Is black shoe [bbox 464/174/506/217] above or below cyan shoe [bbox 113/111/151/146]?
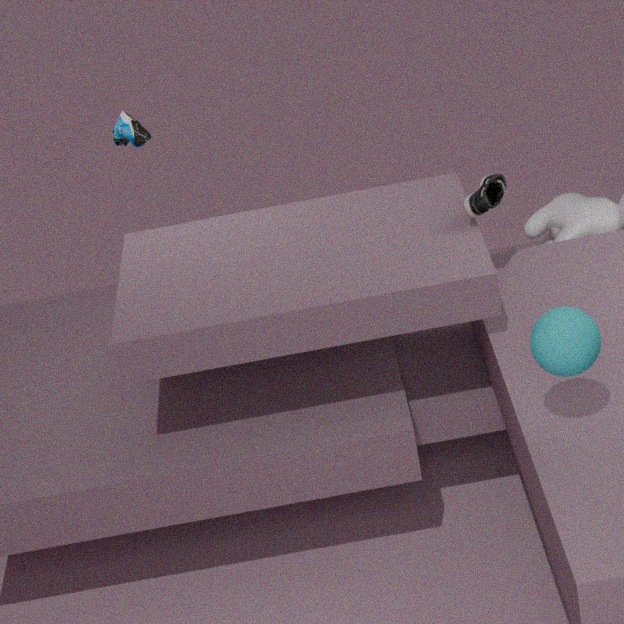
below
